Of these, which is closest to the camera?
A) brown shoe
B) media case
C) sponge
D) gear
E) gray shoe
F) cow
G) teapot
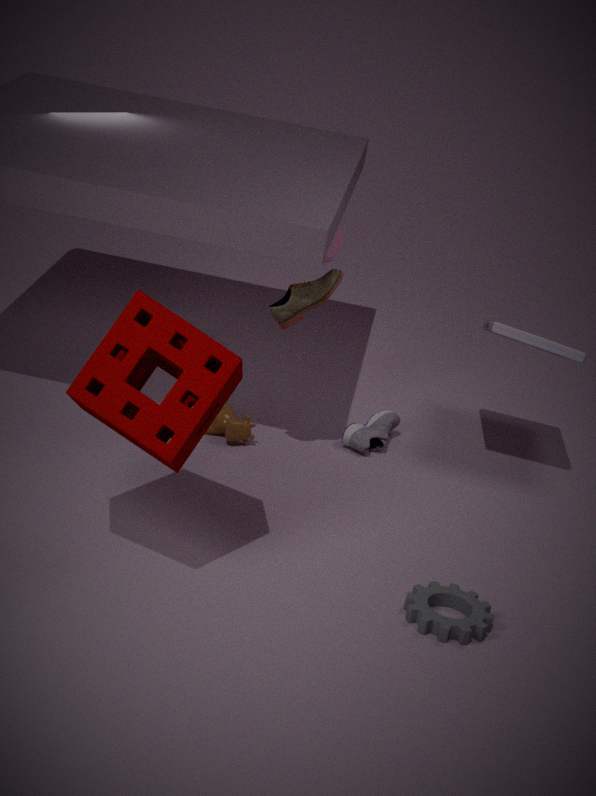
C. sponge
